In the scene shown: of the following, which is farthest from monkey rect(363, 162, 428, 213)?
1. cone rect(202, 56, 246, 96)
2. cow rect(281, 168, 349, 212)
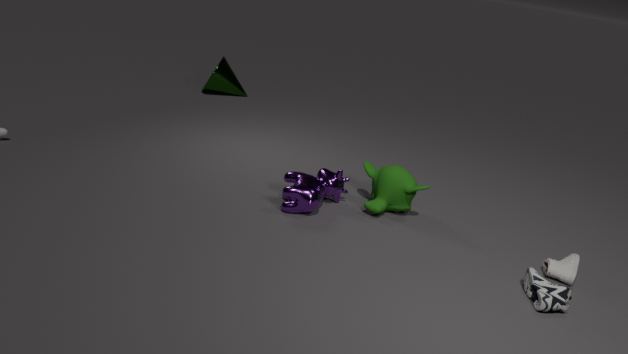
cone rect(202, 56, 246, 96)
